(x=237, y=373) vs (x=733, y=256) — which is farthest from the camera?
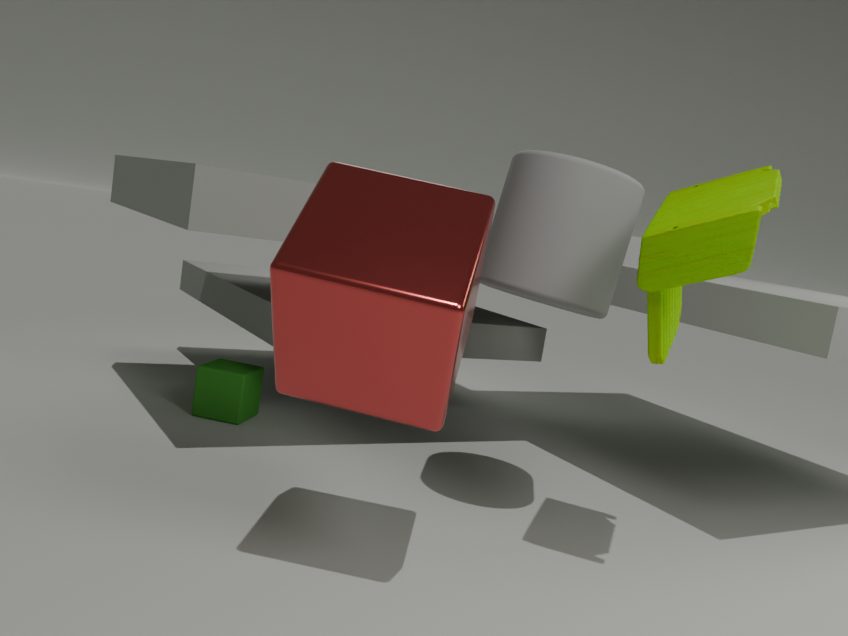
(x=237, y=373)
